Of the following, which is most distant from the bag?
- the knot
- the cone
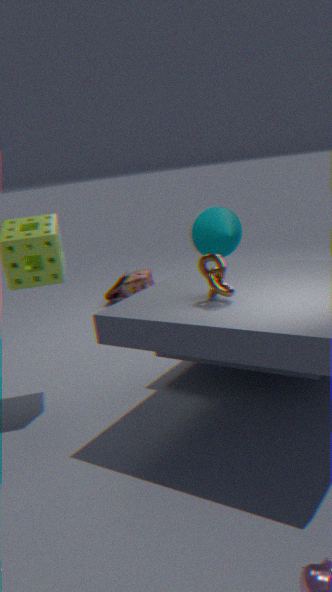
the knot
